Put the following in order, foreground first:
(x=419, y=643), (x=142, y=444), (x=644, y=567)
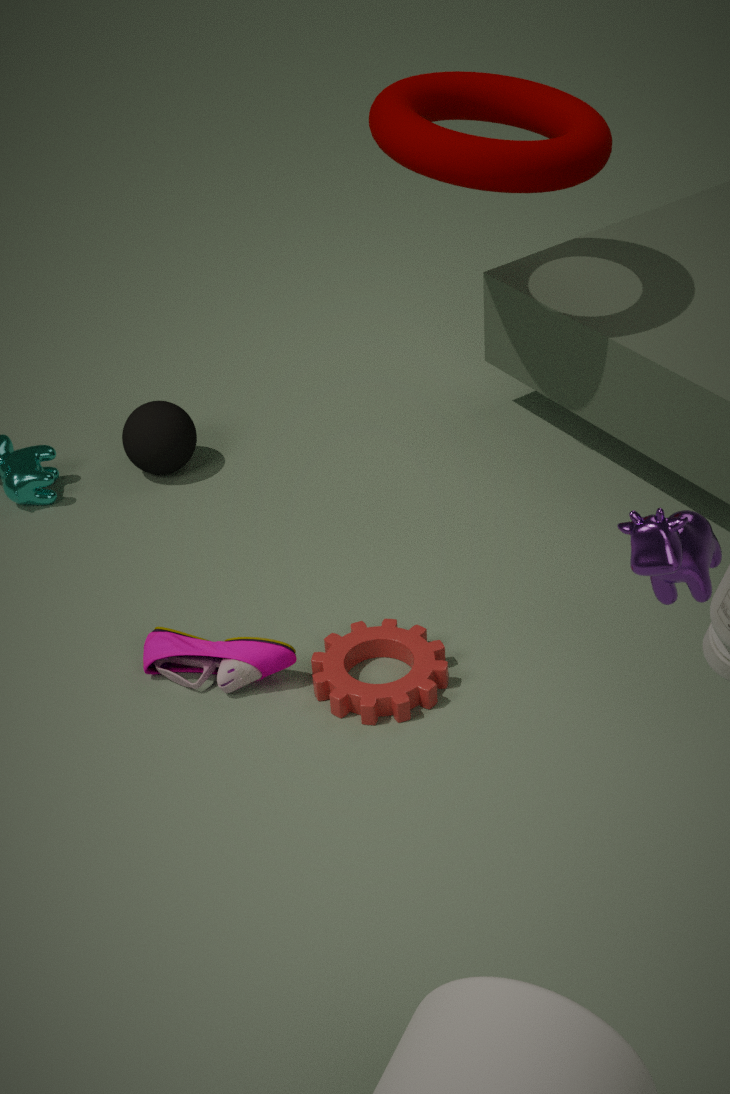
(x=644, y=567), (x=419, y=643), (x=142, y=444)
